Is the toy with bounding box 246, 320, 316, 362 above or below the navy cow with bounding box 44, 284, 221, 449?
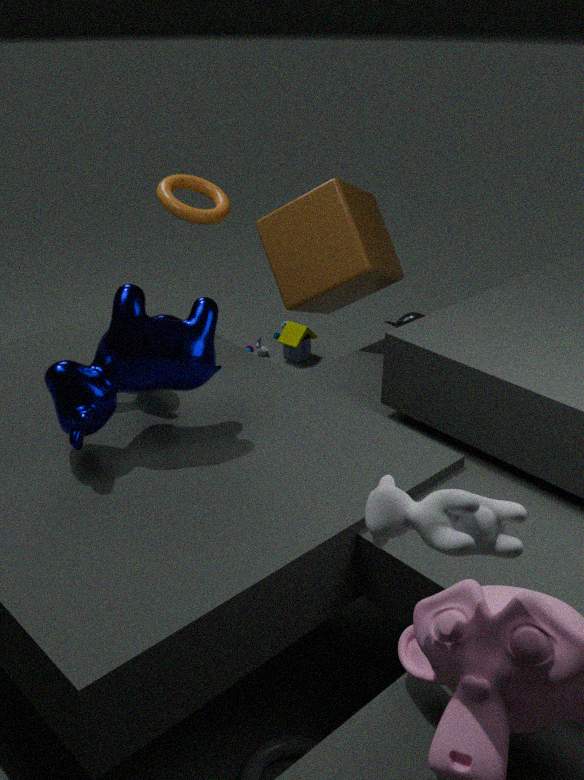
below
